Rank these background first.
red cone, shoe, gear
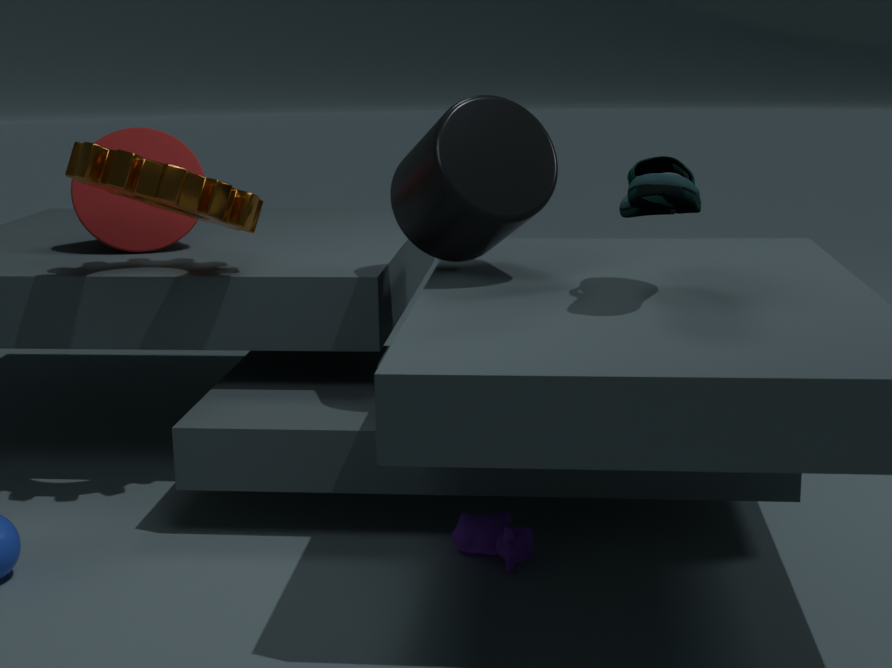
1. red cone
2. gear
3. shoe
